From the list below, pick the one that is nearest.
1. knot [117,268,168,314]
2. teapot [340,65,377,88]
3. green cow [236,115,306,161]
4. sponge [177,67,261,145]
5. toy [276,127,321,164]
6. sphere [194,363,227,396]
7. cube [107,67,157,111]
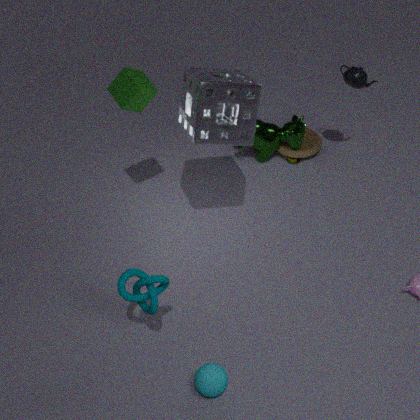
knot [117,268,168,314]
